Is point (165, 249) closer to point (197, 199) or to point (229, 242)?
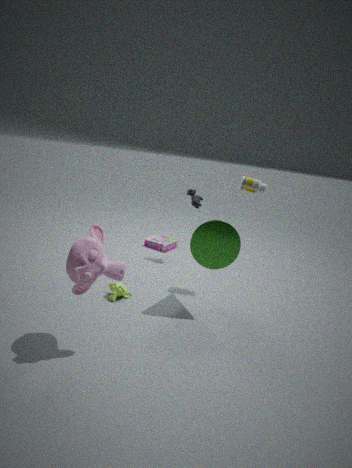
point (197, 199)
